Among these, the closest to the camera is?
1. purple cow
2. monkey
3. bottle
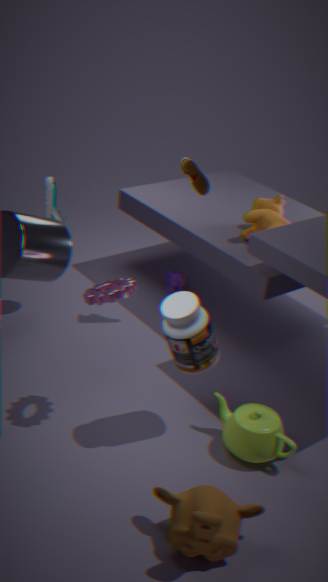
monkey
